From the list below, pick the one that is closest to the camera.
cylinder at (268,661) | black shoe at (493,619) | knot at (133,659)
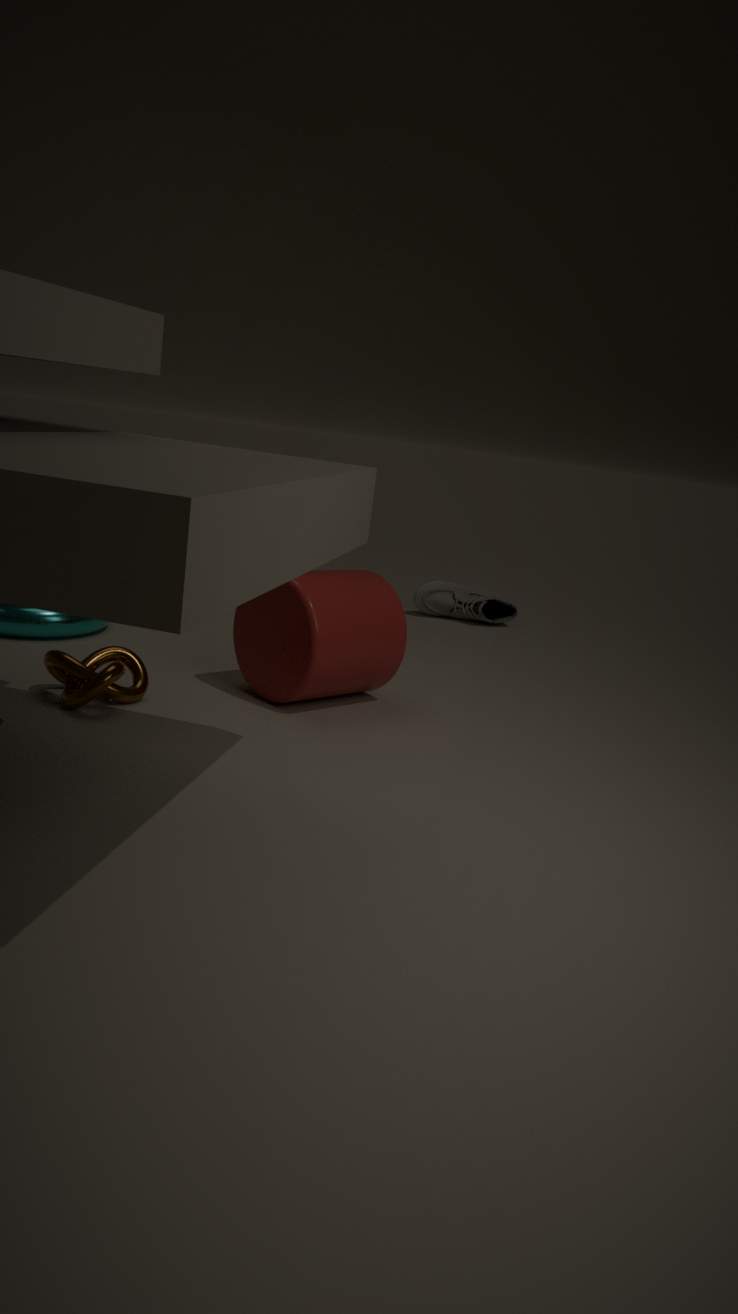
knot at (133,659)
